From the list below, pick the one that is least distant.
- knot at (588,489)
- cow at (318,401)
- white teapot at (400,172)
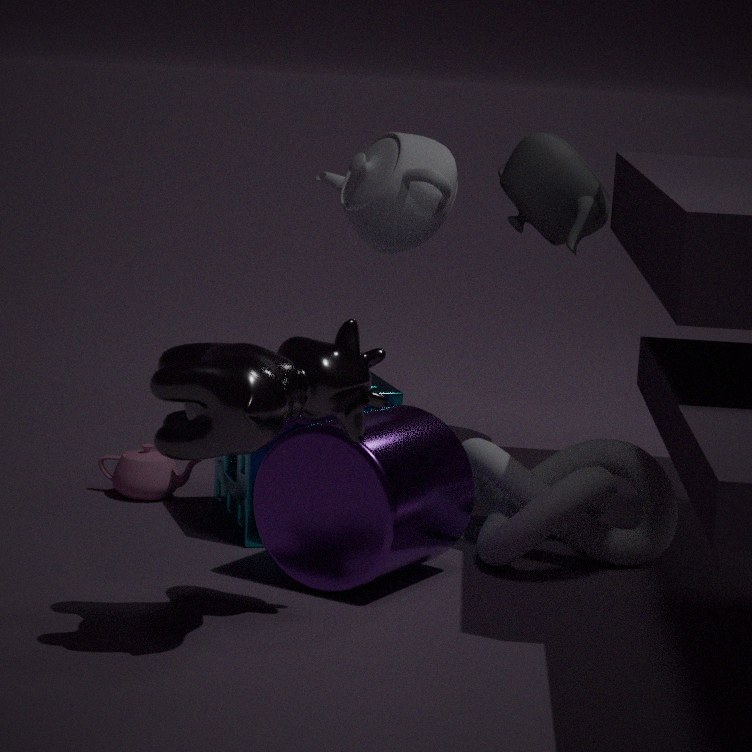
cow at (318,401)
